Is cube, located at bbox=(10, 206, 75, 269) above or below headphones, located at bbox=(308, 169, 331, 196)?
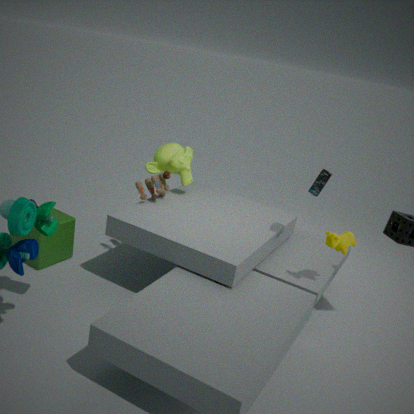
below
